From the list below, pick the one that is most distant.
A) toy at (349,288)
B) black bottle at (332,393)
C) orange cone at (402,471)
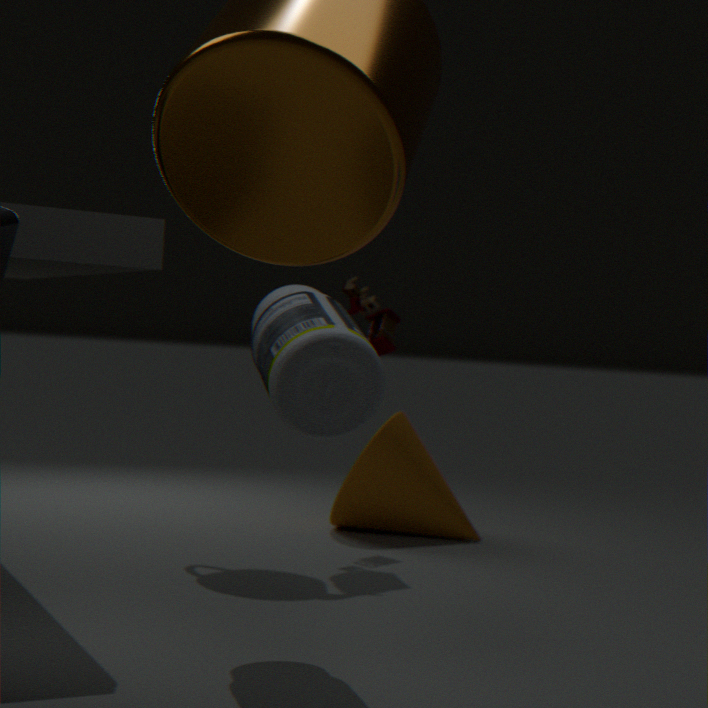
orange cone at (402,471)
